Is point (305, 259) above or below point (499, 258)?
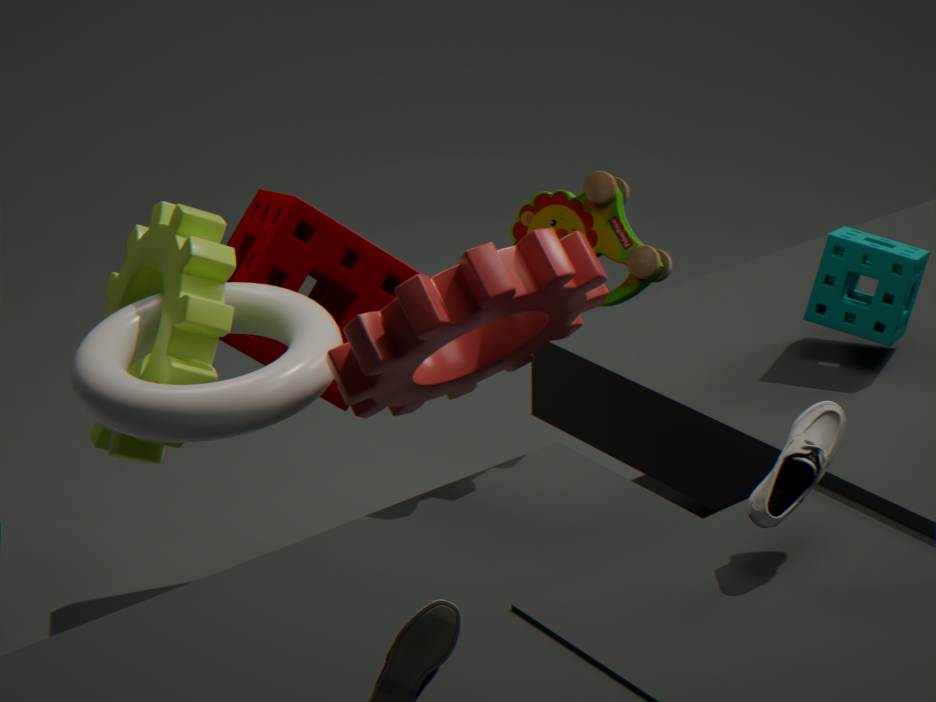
below
